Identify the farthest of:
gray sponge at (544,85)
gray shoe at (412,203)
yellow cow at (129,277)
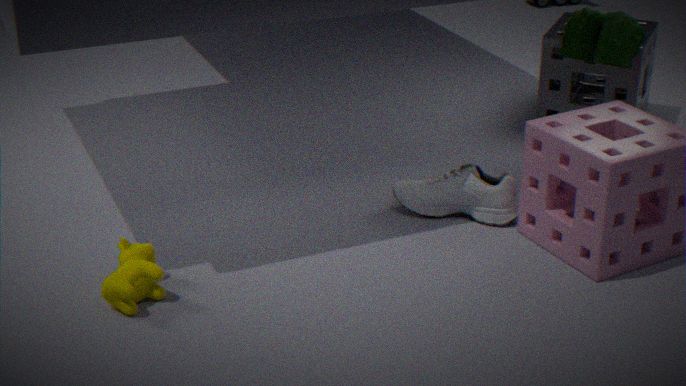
gray sponge at (544,85)
